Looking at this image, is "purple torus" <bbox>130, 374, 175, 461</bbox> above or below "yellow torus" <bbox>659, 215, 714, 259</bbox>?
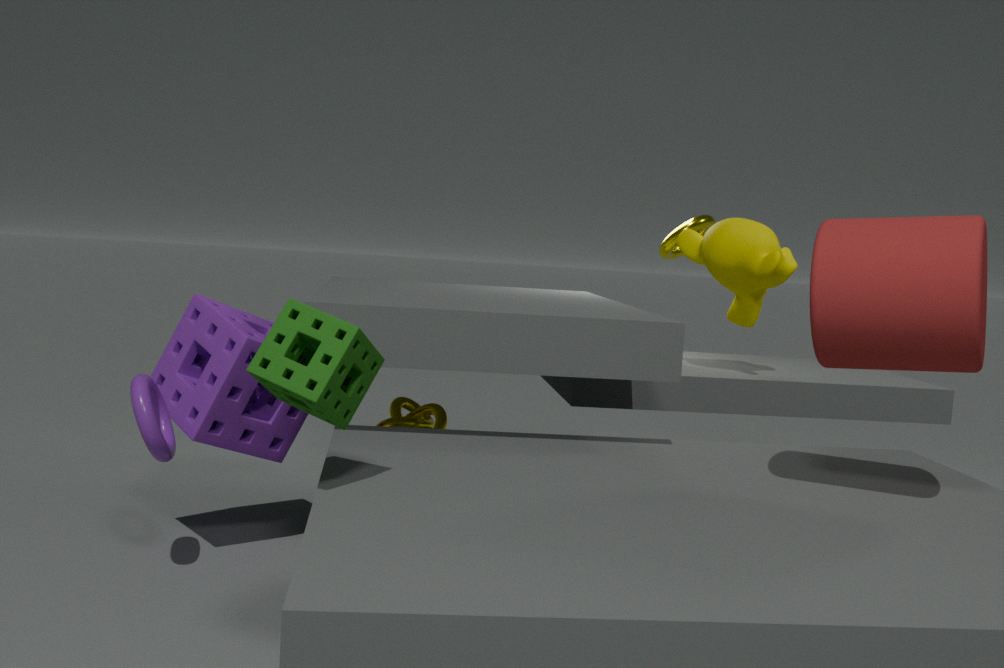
below
